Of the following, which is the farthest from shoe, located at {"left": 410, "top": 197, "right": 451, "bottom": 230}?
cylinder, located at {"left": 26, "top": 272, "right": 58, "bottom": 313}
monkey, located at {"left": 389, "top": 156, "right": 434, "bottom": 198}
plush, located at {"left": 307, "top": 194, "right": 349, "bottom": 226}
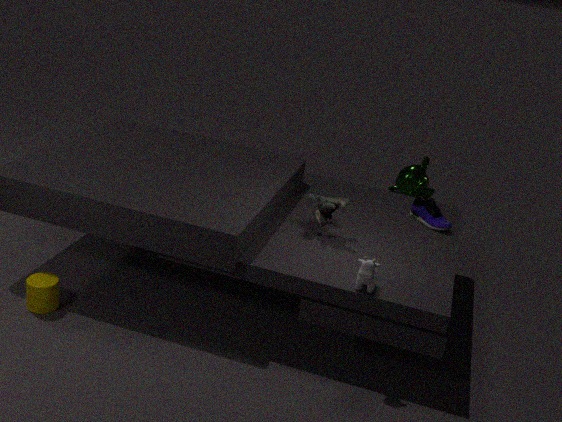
cylinder, located at {"left": 26, "top": 272, "right": 58, "bottom": 313}
